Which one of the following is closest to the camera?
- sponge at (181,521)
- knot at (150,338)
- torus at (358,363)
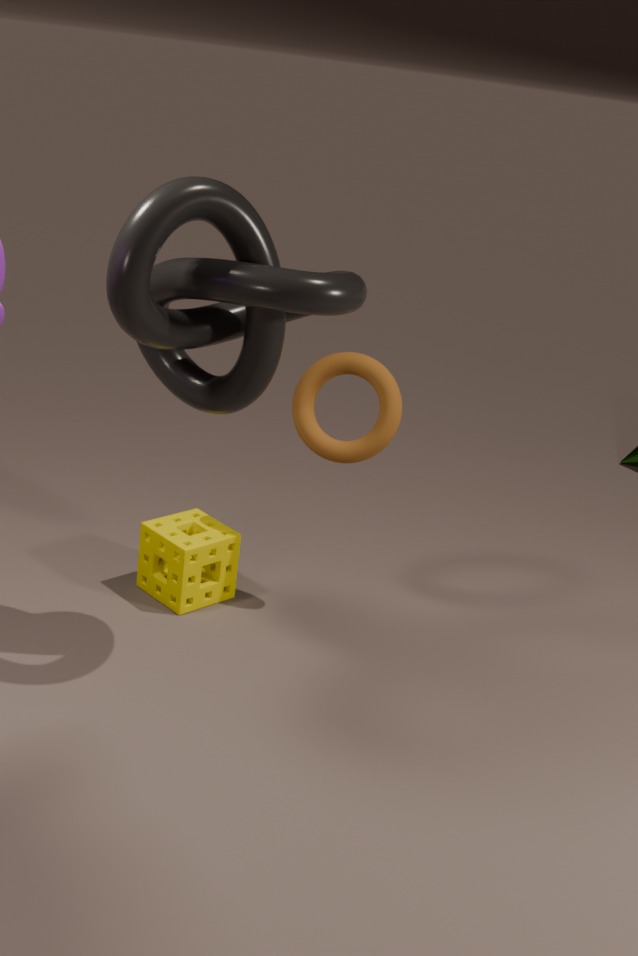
knot at (150,338)
